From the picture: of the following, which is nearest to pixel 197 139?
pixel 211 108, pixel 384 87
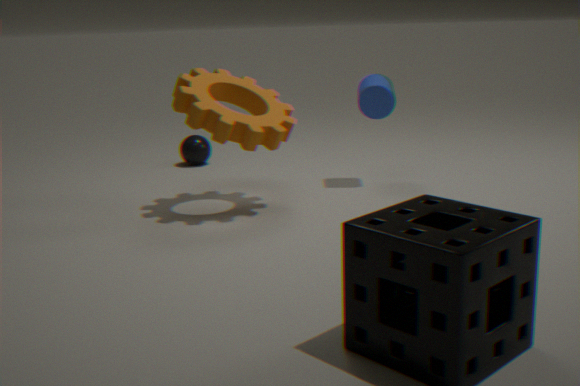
pixel 211 108
